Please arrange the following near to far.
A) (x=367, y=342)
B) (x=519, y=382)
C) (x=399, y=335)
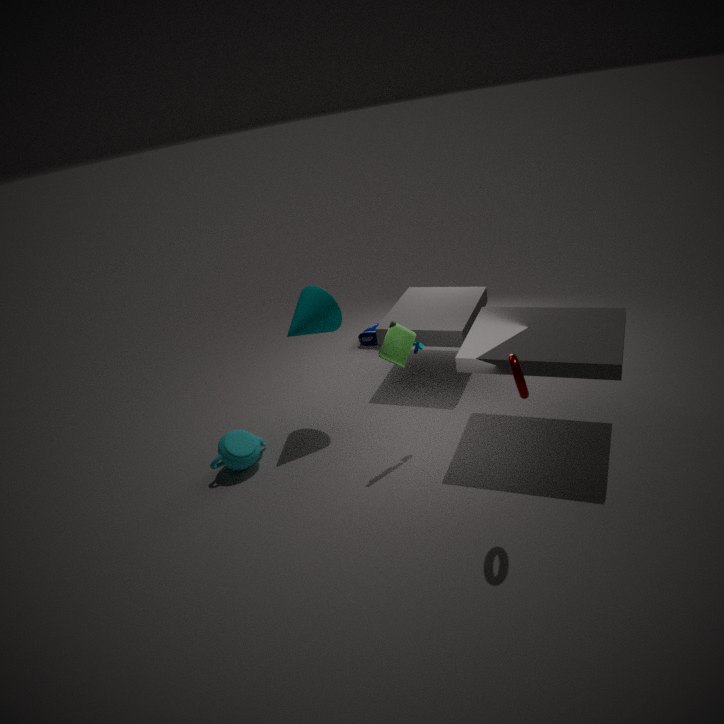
(x=519, y=382) < (x=399, y=335) < (x=367, y=342)
